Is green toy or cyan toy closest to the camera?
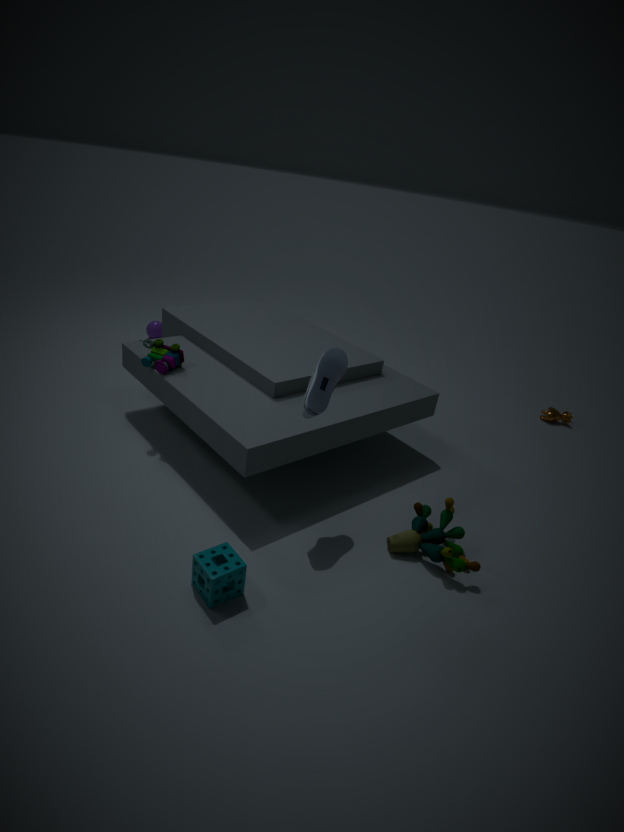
green toy
